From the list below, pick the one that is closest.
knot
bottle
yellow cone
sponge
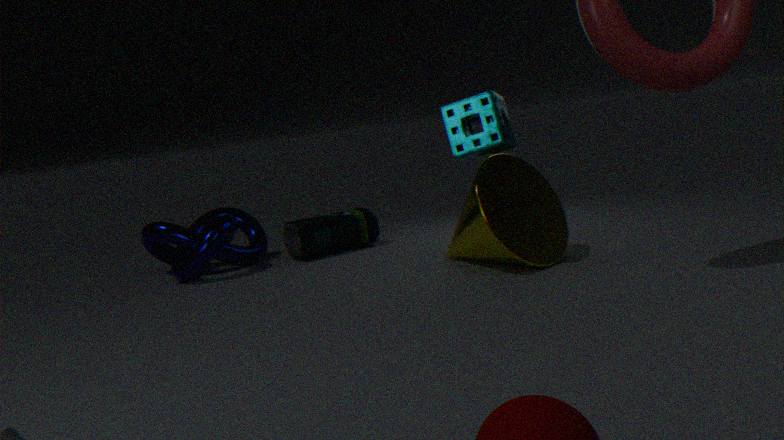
sponge
